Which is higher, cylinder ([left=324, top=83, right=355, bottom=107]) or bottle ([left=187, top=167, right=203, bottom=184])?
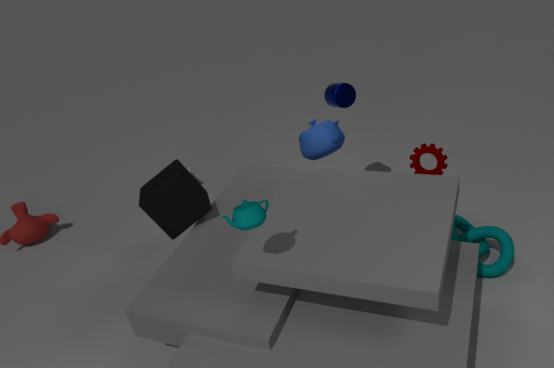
cylinder ([left=324, top=83, right=355, bottom=107])
